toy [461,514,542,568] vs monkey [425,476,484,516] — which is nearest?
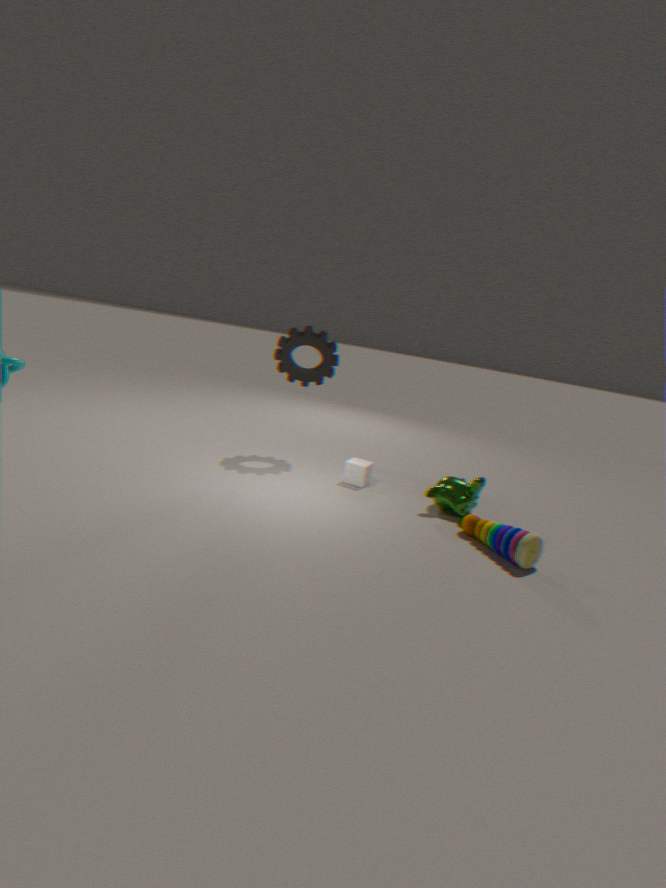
toy [461,514,542,568]
